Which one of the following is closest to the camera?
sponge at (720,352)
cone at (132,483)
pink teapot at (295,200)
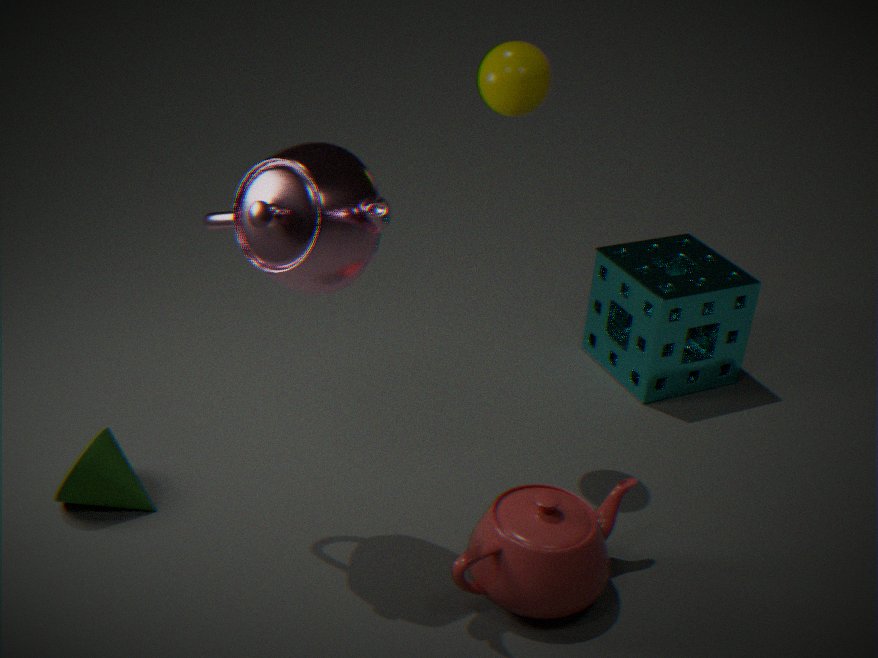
pink teapot at (295,200)
